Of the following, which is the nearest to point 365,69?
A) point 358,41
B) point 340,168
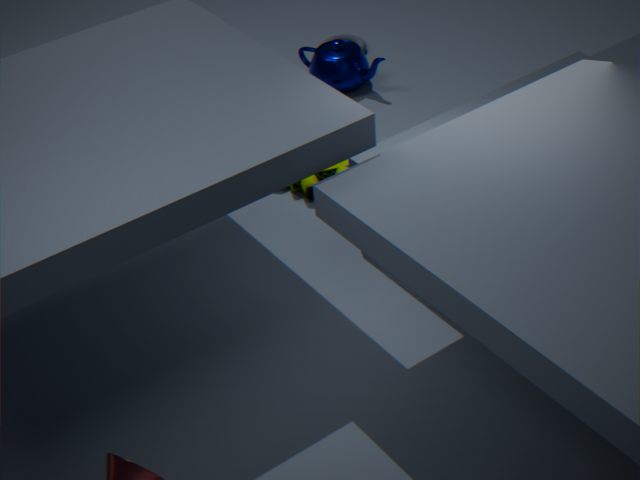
point 358,41
